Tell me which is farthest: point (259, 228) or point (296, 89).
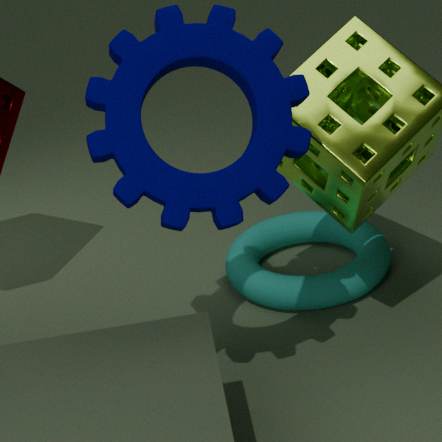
point (259, 228)
